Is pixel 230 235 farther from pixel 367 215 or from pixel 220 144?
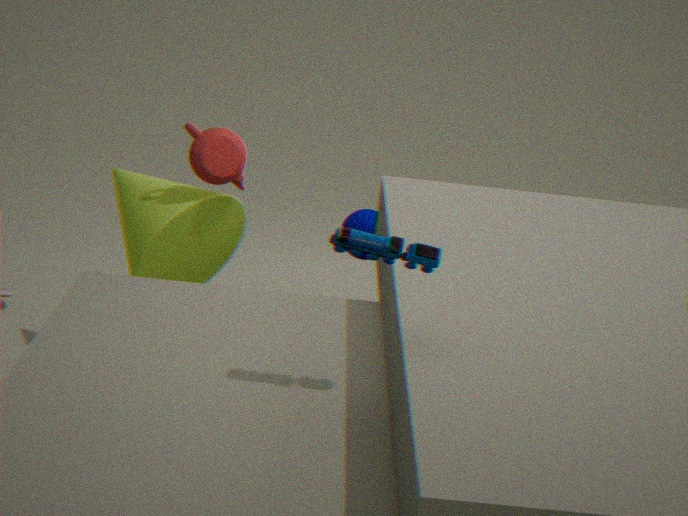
pixel 367 215
